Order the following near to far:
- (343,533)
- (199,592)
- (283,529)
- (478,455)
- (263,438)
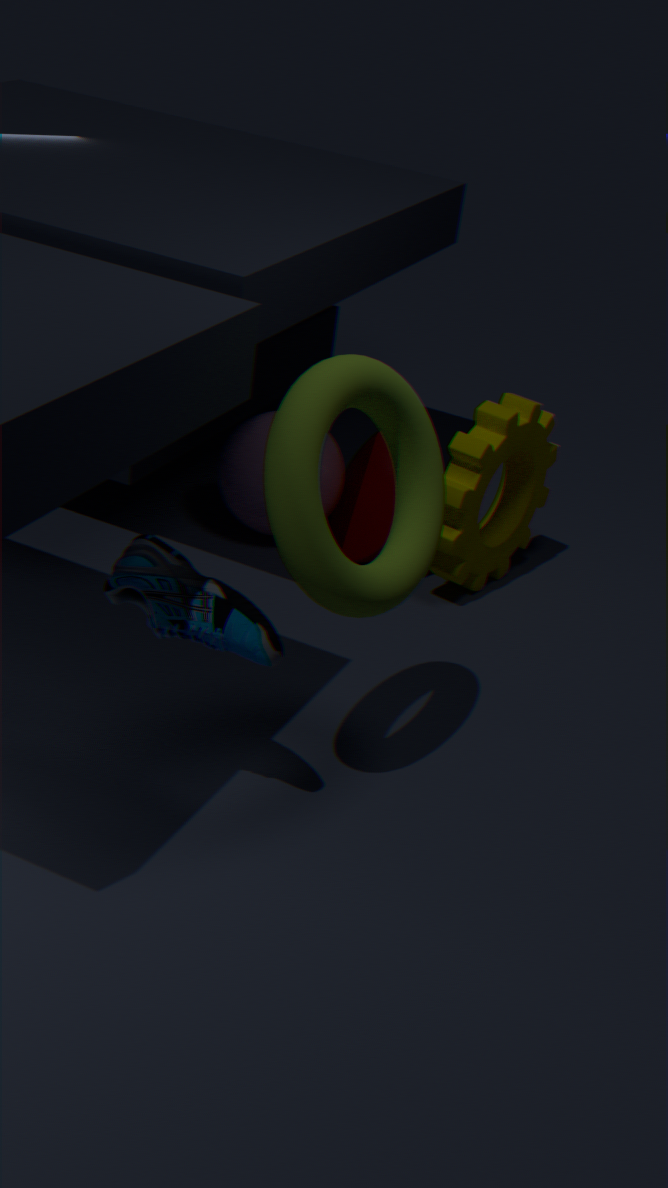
(283,529) < (199,592) < (478,455) < (263,438) < (343,533)
